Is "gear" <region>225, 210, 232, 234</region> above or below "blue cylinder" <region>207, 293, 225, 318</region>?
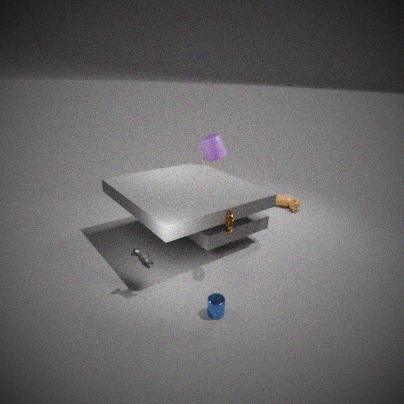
above
